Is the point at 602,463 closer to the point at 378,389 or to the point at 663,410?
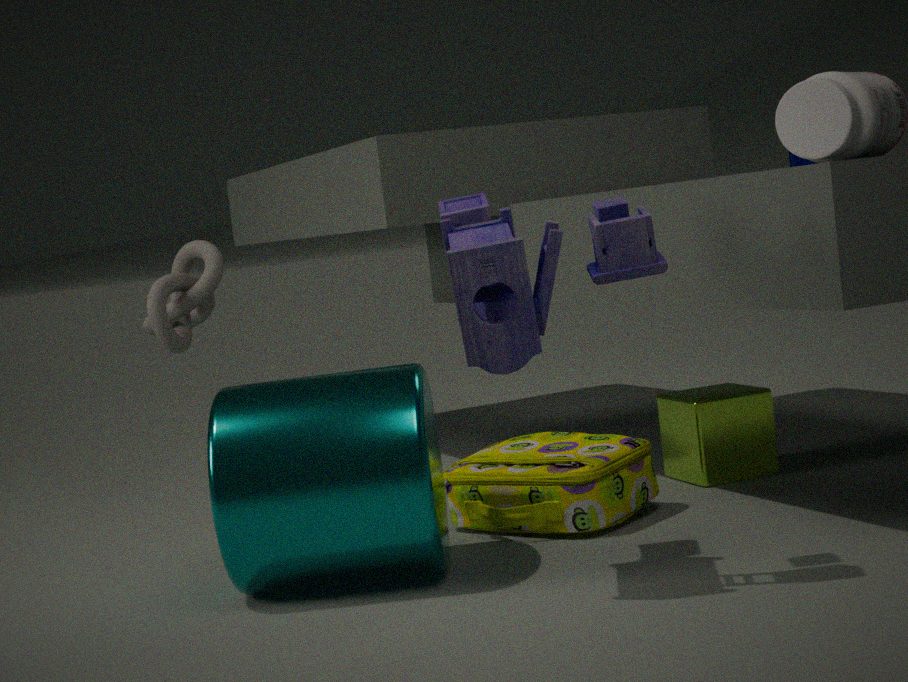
the point at 663,410
